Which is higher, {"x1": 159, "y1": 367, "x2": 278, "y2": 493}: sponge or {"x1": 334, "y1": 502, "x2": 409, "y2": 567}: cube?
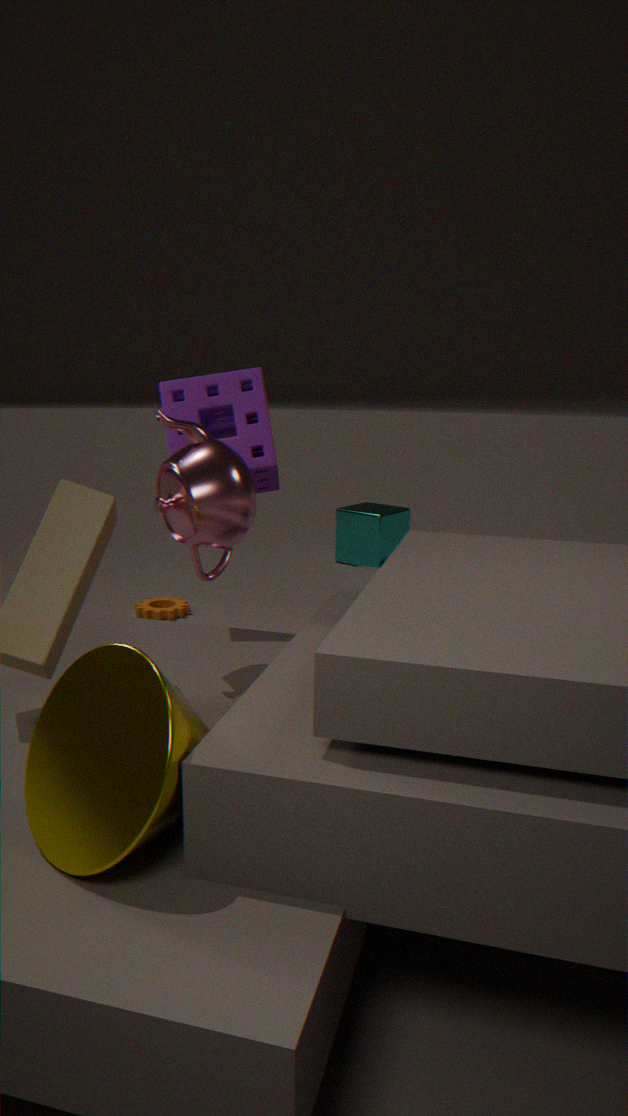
{"x1": 159, "y1": 367, "x2": 278, "y2": 493}: sponge
